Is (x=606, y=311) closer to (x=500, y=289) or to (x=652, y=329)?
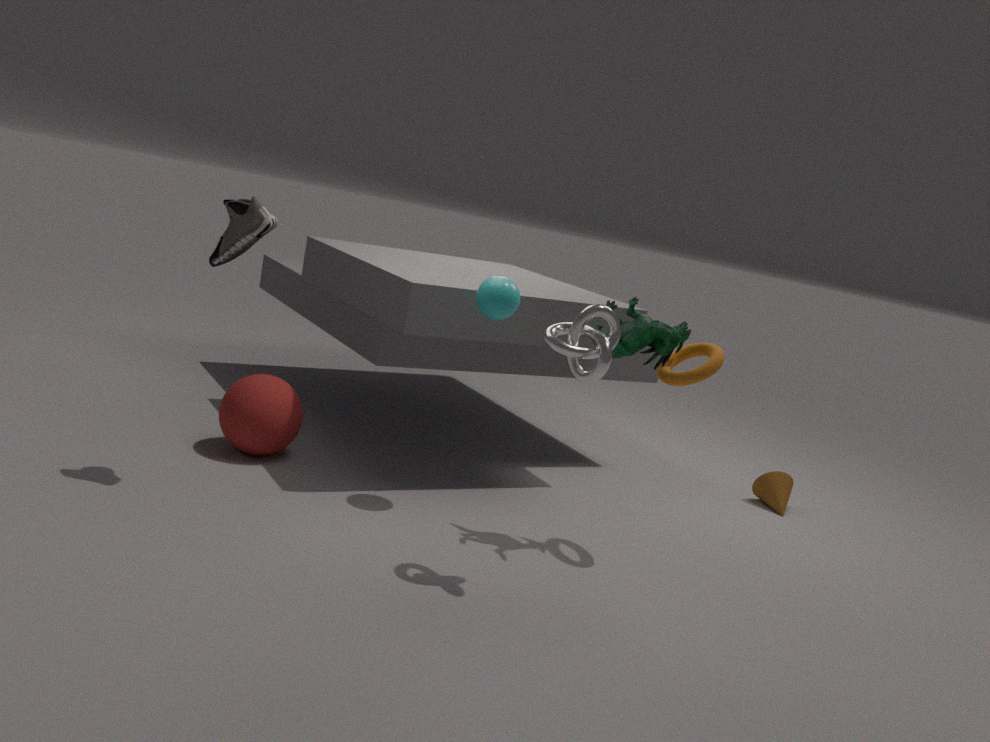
(x=652, y=329)
